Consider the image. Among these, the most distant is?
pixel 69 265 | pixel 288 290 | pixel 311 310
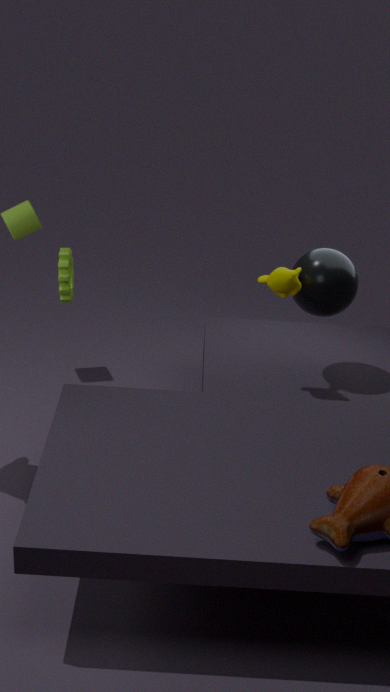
pixel 311 310
